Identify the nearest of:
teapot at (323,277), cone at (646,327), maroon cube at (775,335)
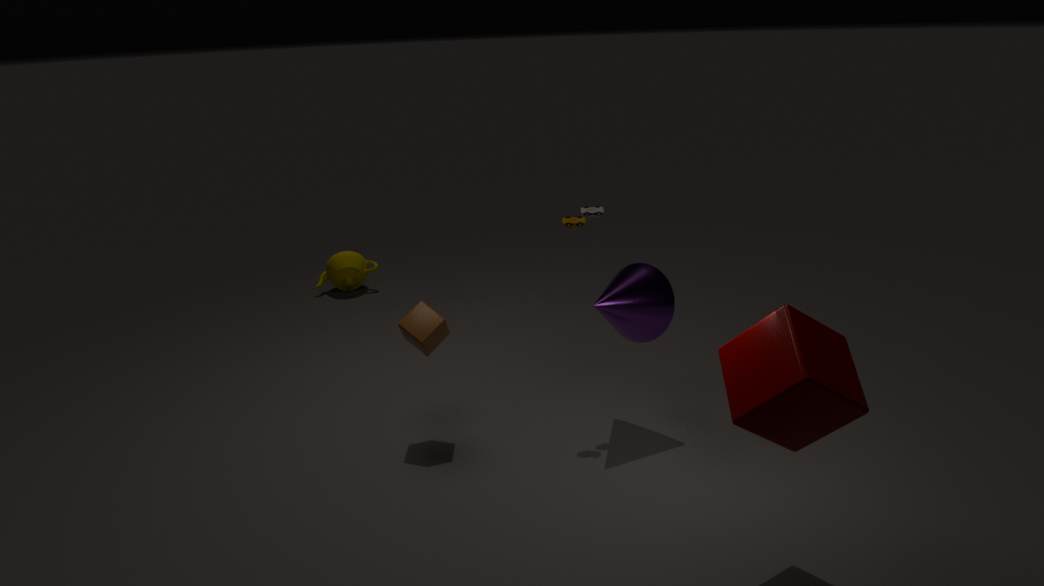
maroon cube at (775,335)
